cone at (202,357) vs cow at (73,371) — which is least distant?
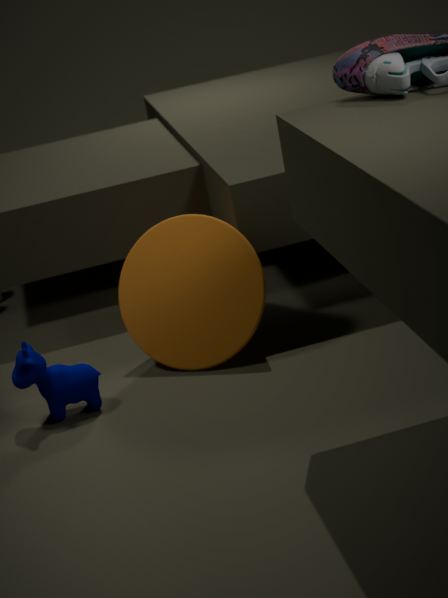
cow at (73,371)
